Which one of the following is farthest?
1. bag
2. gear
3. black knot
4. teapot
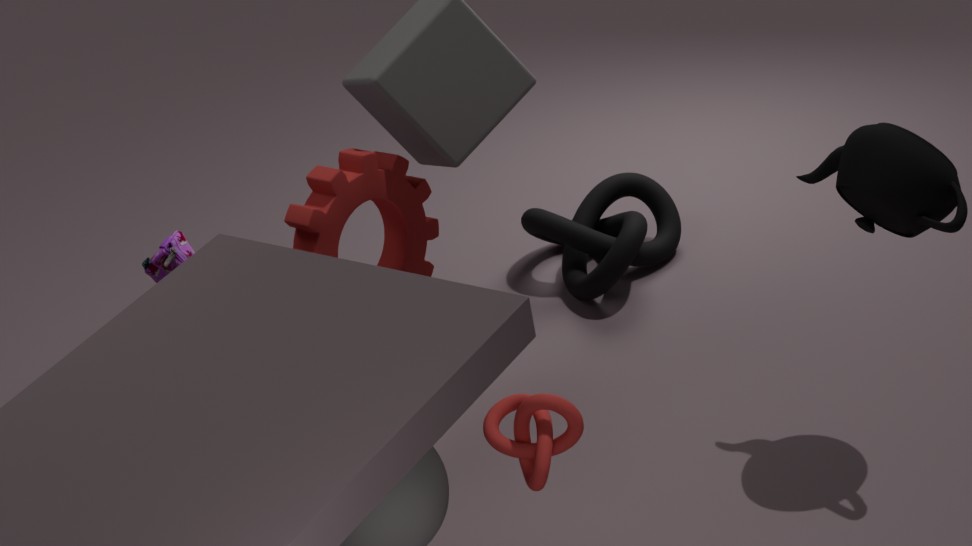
black knot
